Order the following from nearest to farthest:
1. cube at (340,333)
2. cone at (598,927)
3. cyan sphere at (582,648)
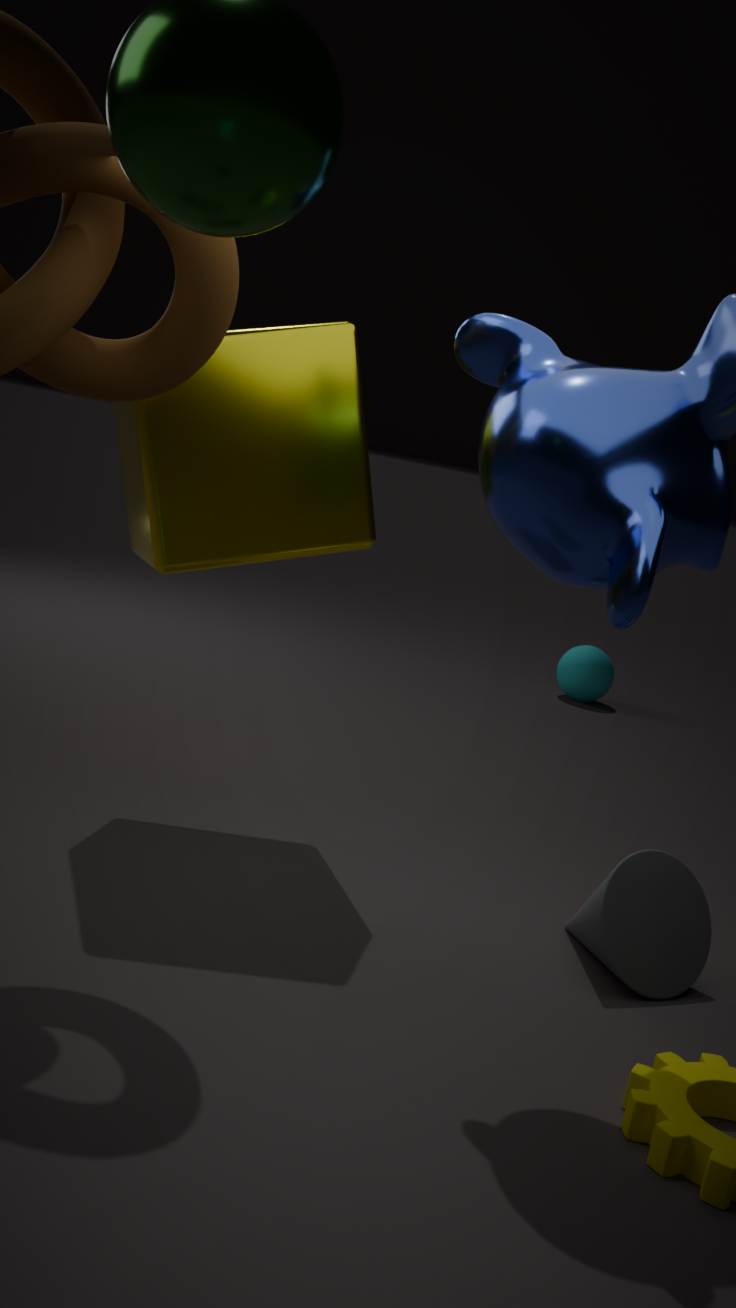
cone at (598,927) < cube at (340,333) < cyan sphere at (582,648)
